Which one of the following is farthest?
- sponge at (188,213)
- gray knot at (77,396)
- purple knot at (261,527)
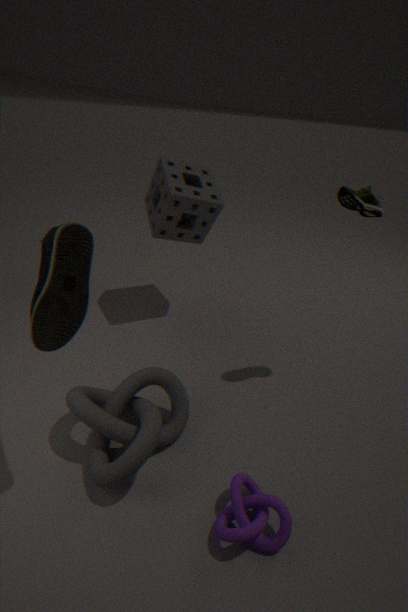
sponge at (188,213)
